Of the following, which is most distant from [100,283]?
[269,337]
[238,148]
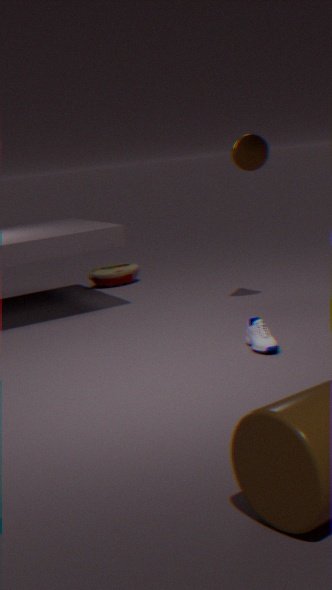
[269,337]
